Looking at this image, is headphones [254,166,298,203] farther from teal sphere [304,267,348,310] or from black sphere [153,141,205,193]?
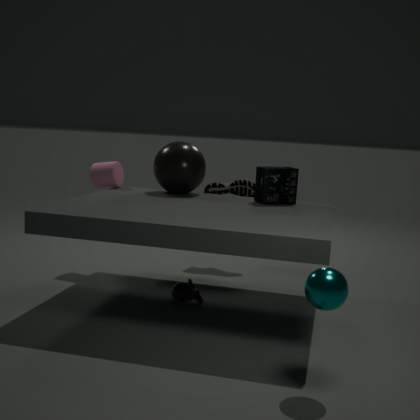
teal sphere [304,267,348,310]
